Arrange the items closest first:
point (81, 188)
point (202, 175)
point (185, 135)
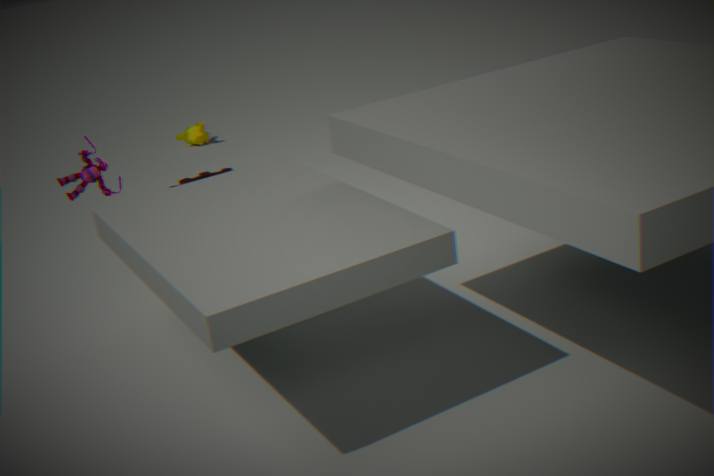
point (81, 188)
point (202, 175)
point (185, 135)
